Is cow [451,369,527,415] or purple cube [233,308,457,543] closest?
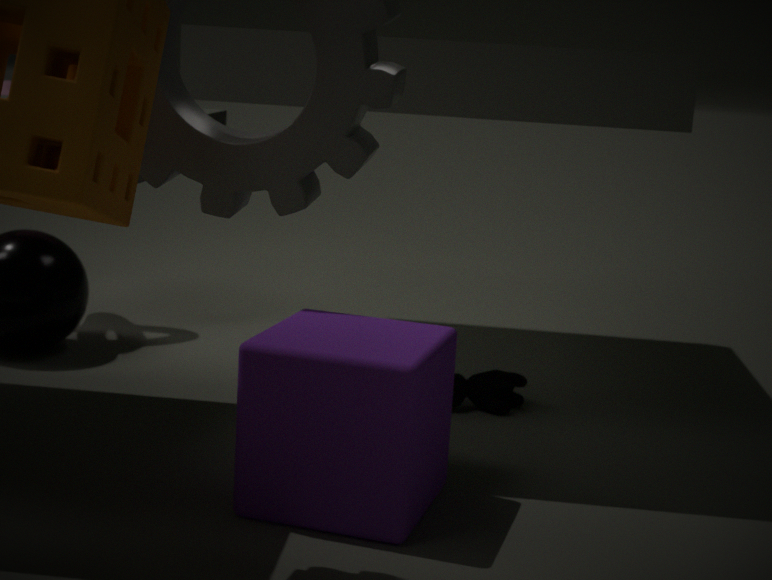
purple cube [233,308,457,543]
